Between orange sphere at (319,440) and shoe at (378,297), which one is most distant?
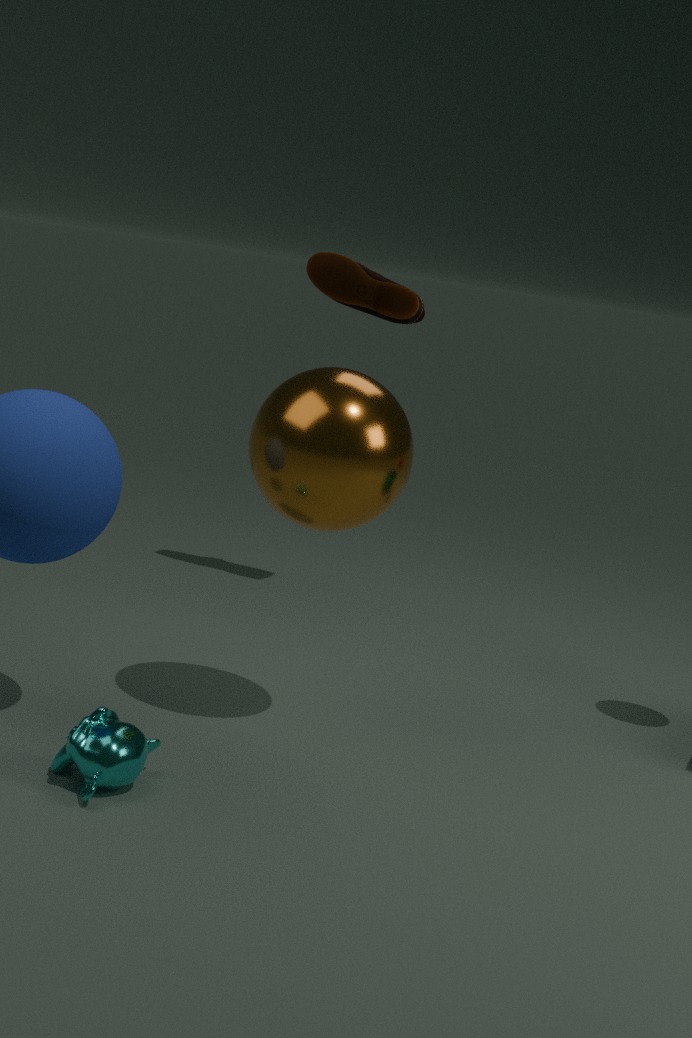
shoe at (378,297)
